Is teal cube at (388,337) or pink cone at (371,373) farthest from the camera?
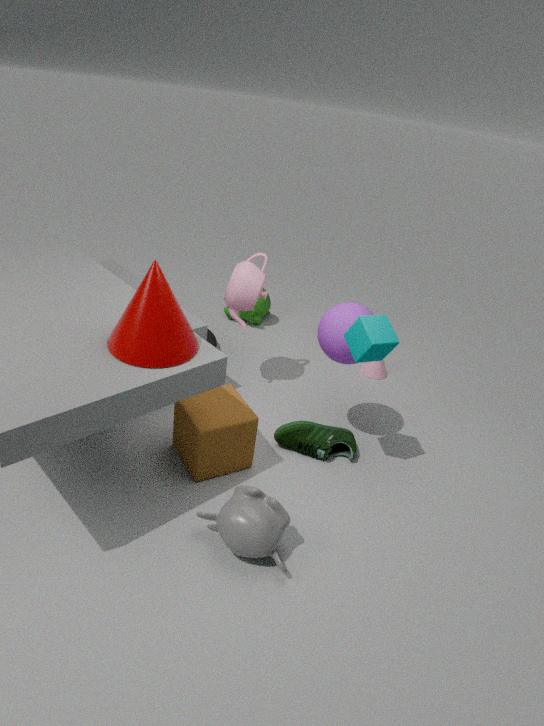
pink cone at (371,373)
